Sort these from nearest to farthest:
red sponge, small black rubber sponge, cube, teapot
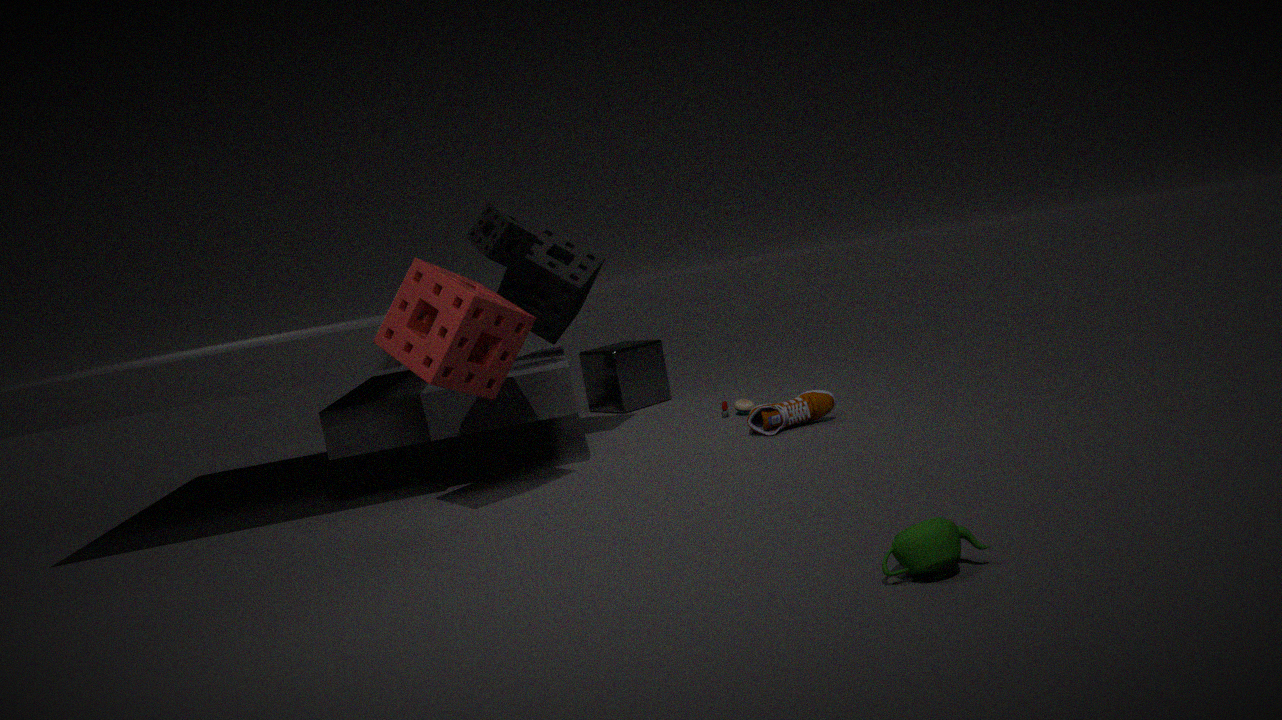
teapot → red sponge → small black rubber sponge → cube
